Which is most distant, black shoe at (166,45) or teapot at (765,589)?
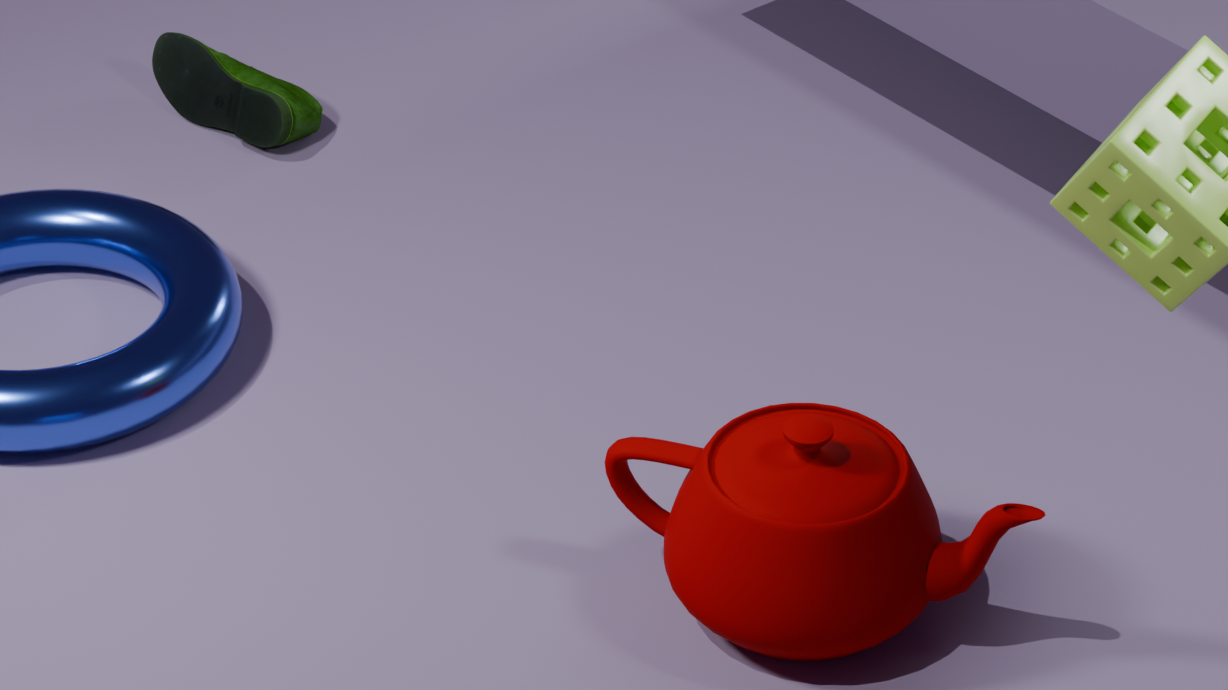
black shoe at (166,45)
